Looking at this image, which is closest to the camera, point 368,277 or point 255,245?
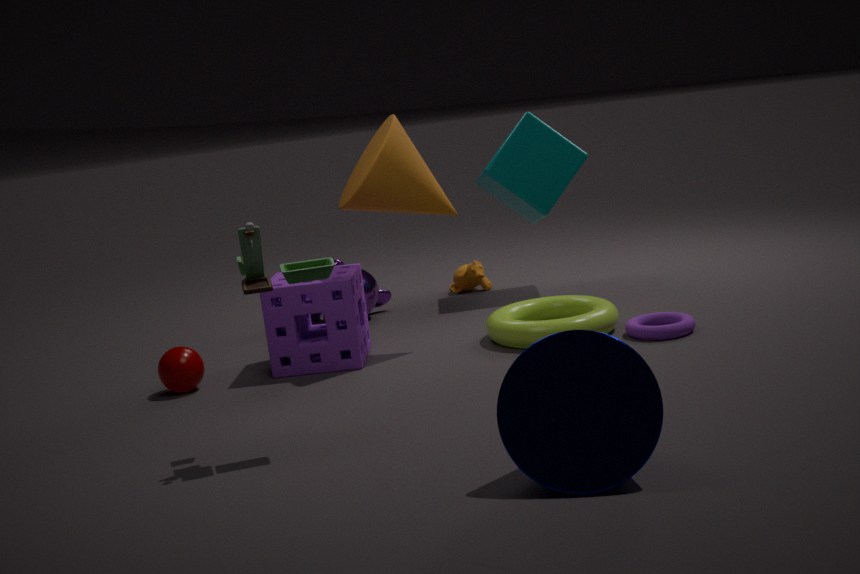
point 255,245
